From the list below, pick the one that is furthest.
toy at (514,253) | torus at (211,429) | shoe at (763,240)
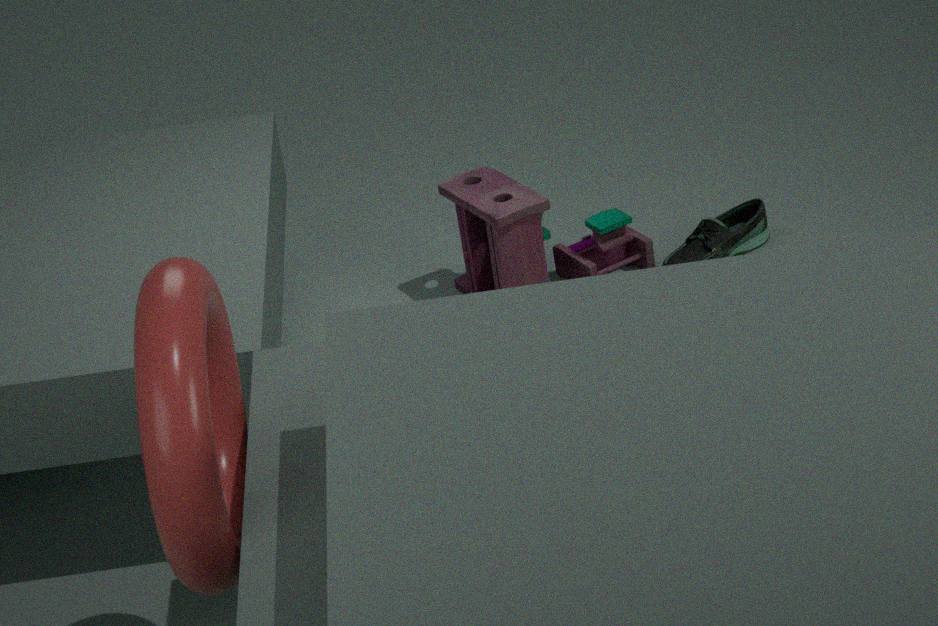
shoe at (763,240)
